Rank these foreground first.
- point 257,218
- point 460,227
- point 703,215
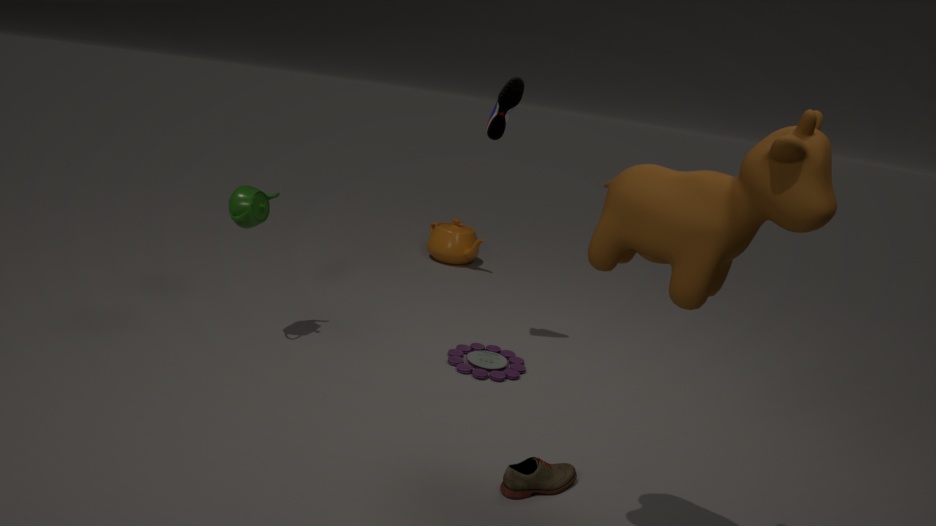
point 703,215
point 257,218
point 460,227
